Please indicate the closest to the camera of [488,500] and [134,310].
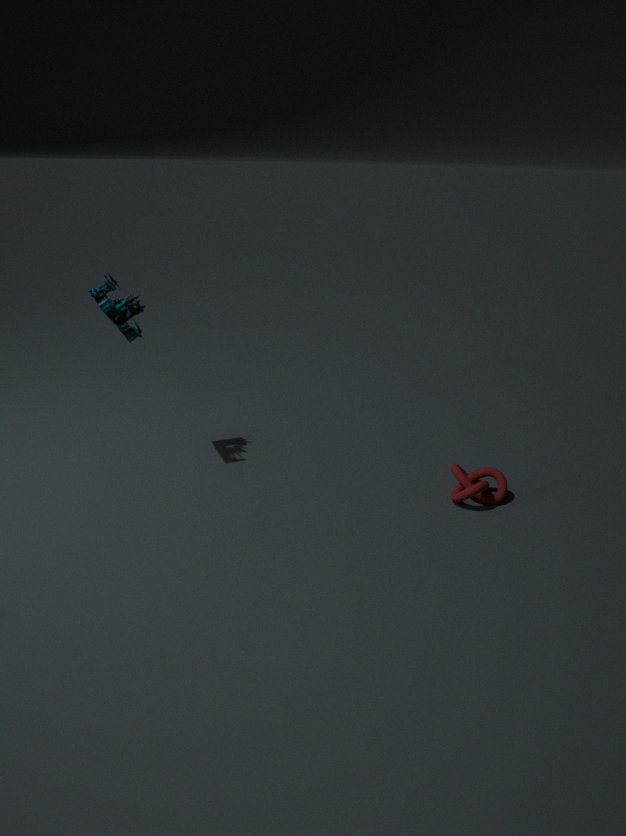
[488,500]
